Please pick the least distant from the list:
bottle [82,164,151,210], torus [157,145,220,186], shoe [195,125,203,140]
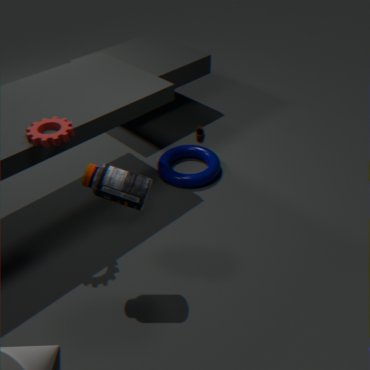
bottle [82,164,151,210]
